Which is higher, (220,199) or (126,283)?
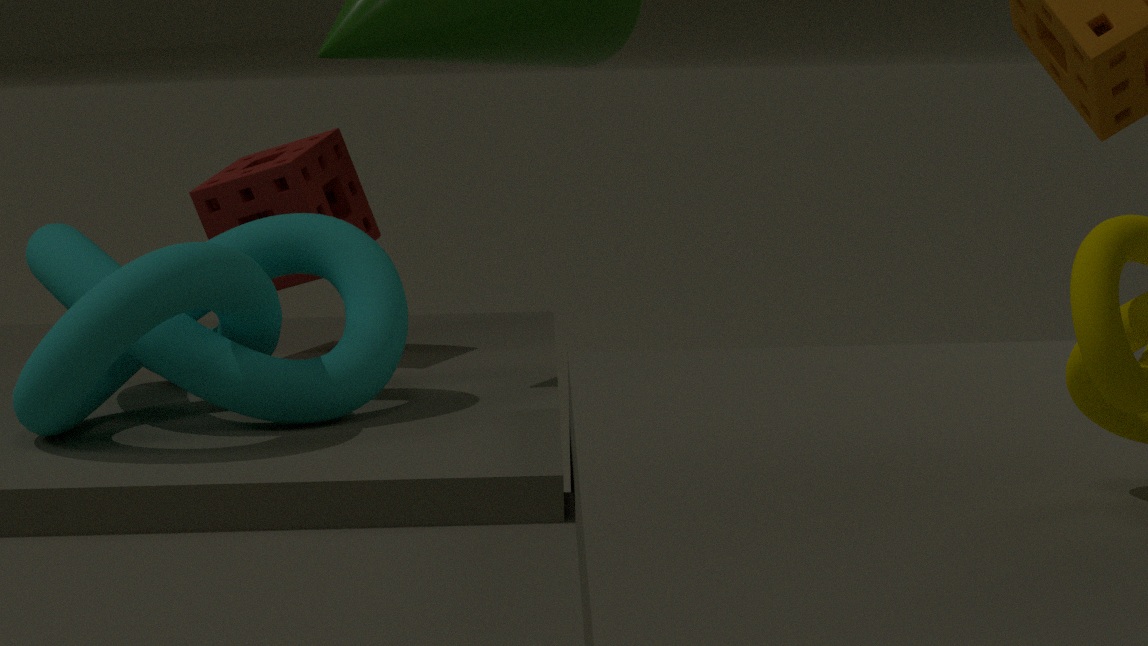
(220,199)
